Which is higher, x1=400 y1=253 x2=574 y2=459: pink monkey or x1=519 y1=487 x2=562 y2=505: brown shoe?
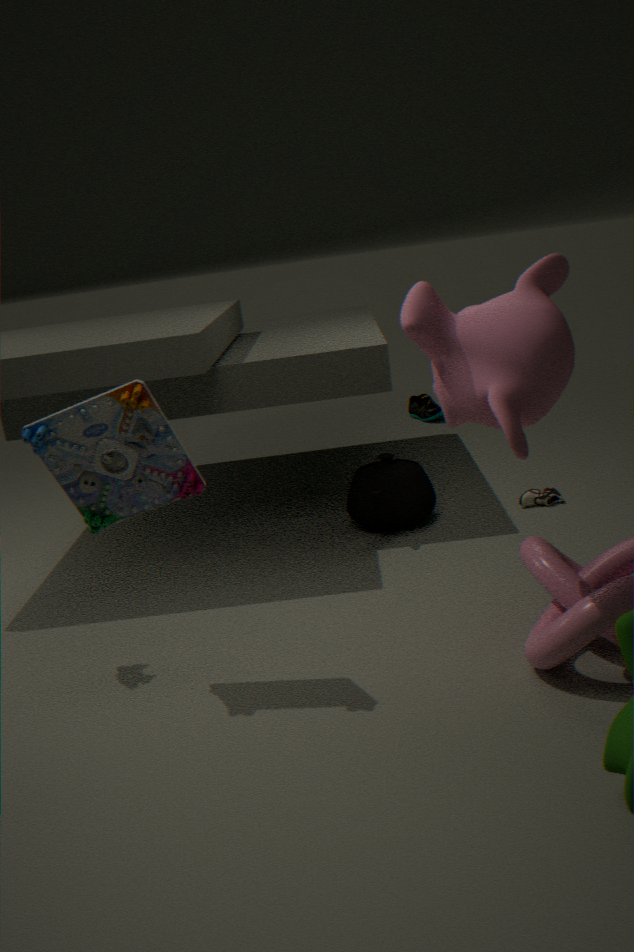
x1=400 y1=253 x2=574 y2=459: pink monkey
